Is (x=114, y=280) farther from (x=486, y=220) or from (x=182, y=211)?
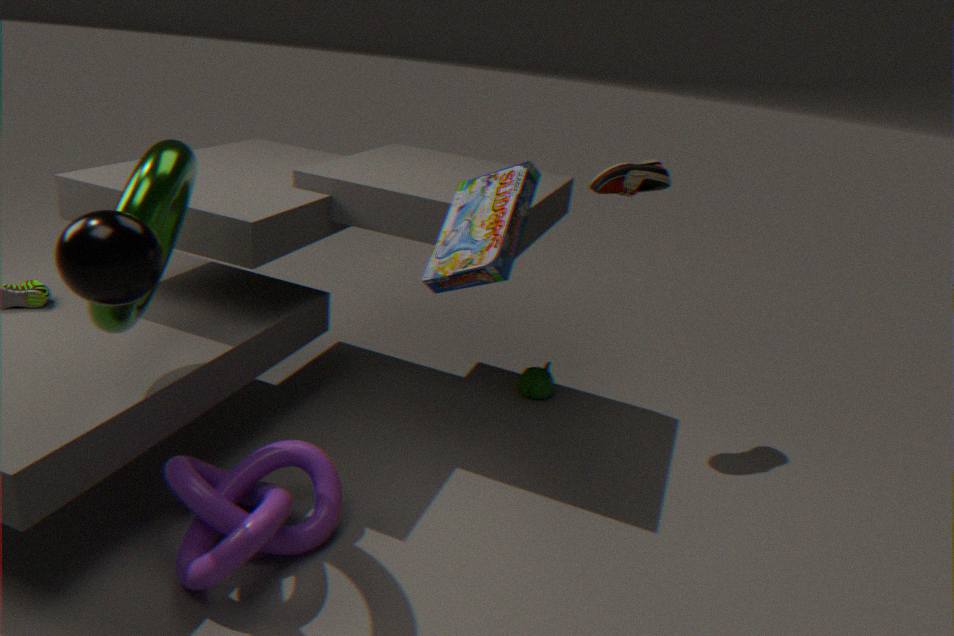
(x=486, y=220)
